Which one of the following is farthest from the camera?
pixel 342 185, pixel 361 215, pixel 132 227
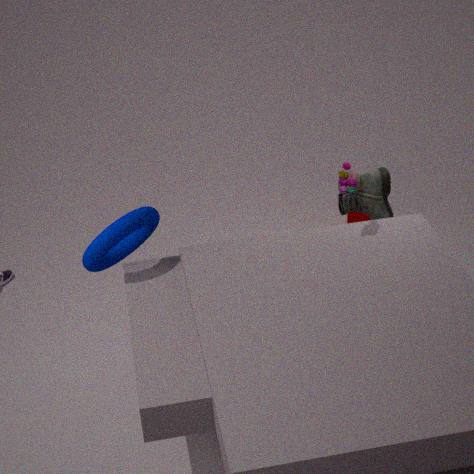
pixel 361 215
